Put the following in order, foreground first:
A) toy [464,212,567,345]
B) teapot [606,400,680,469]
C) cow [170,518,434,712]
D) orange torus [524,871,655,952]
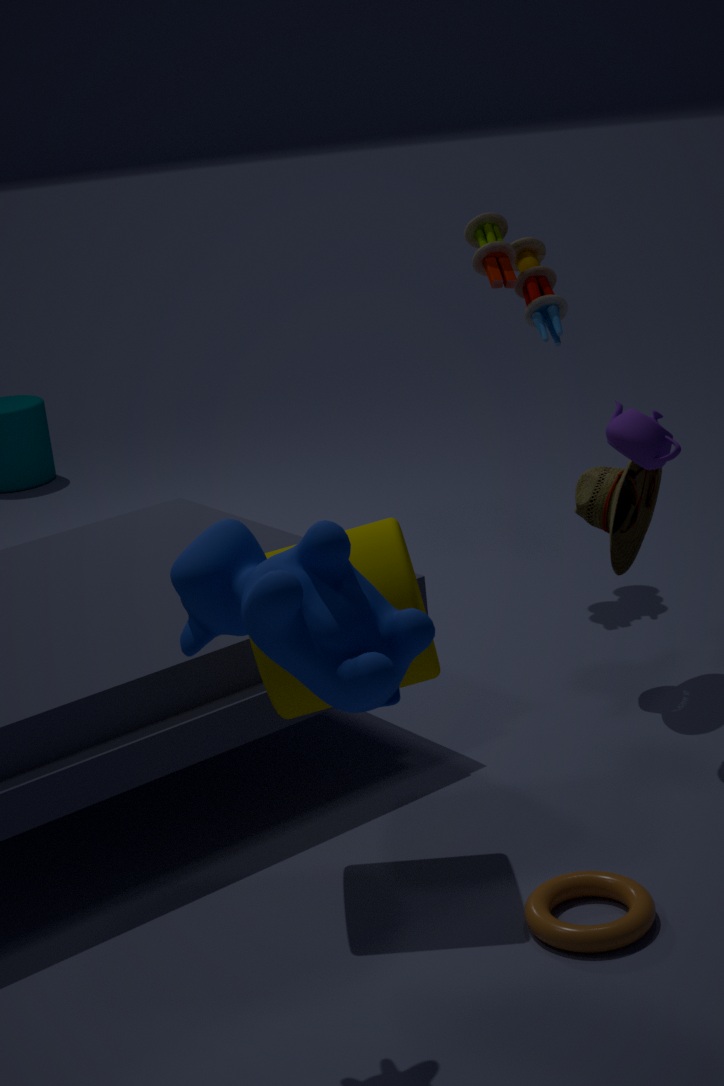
1. cow [170,518,434,712]
2. orange torus [524,871,655,952]
3. teapot [606,400,680,469]
4. toy [464,212,567,345]
